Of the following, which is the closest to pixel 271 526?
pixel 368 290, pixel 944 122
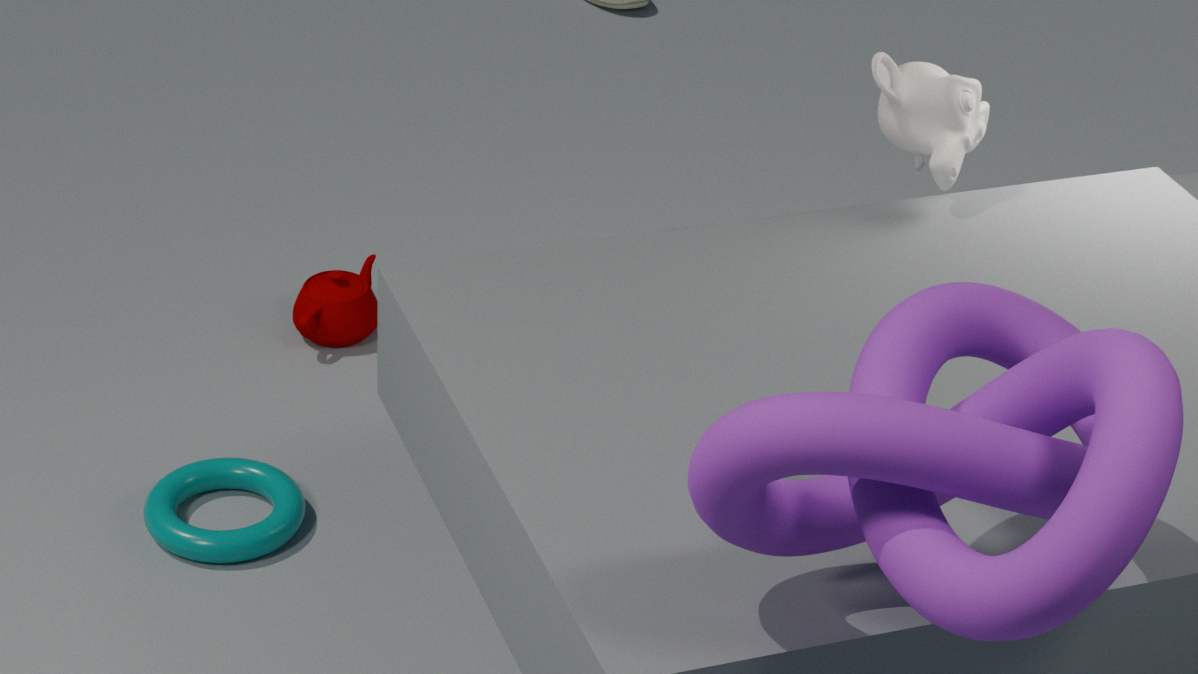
pixel 368 290
